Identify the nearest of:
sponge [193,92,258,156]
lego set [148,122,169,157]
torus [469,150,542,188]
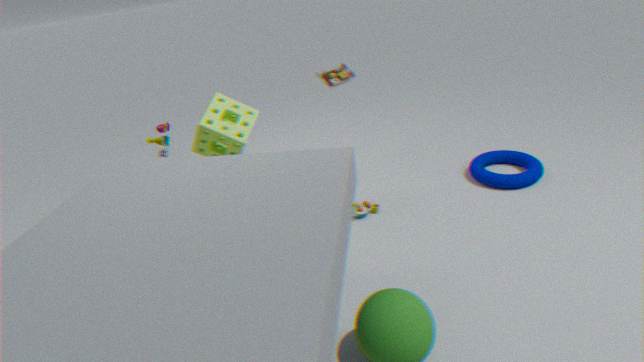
lego set [148,122,169,157]
